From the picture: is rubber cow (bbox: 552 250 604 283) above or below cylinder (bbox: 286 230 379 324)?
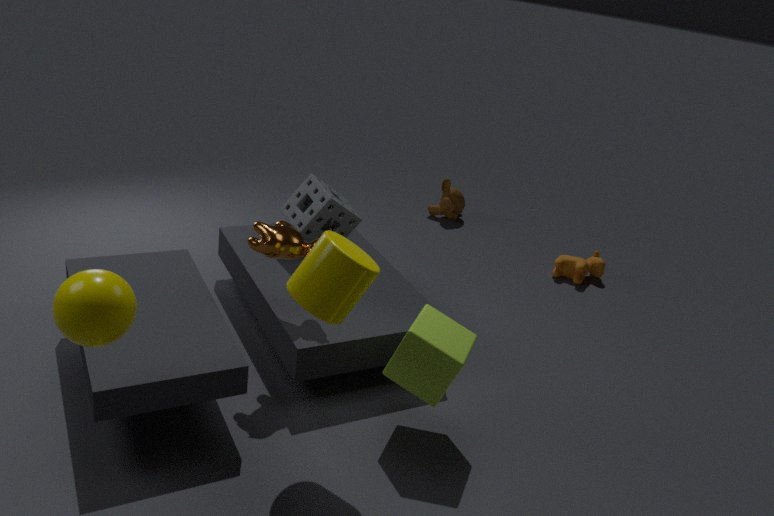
below
